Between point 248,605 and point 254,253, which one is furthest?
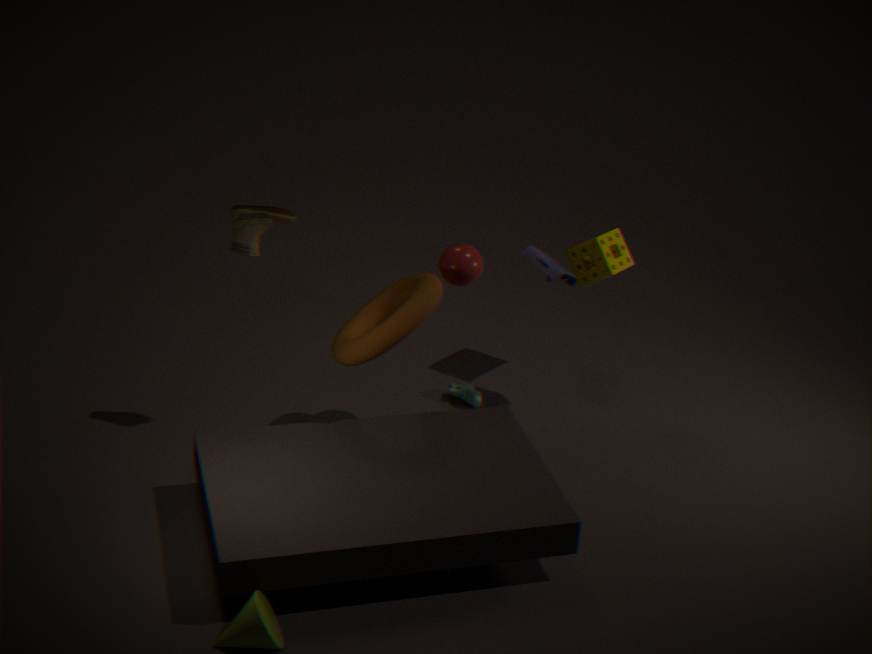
point 254,253
